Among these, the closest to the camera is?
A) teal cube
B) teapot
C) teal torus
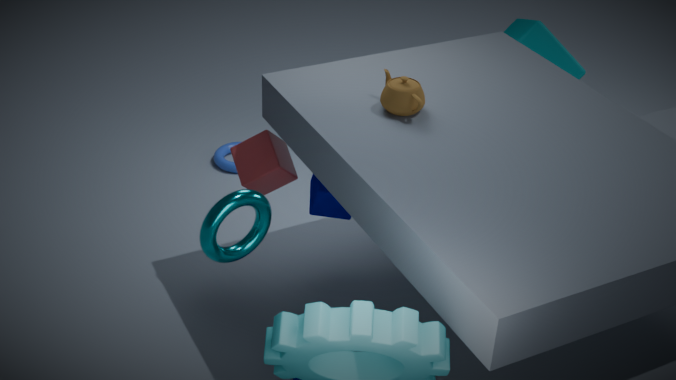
teal torus
